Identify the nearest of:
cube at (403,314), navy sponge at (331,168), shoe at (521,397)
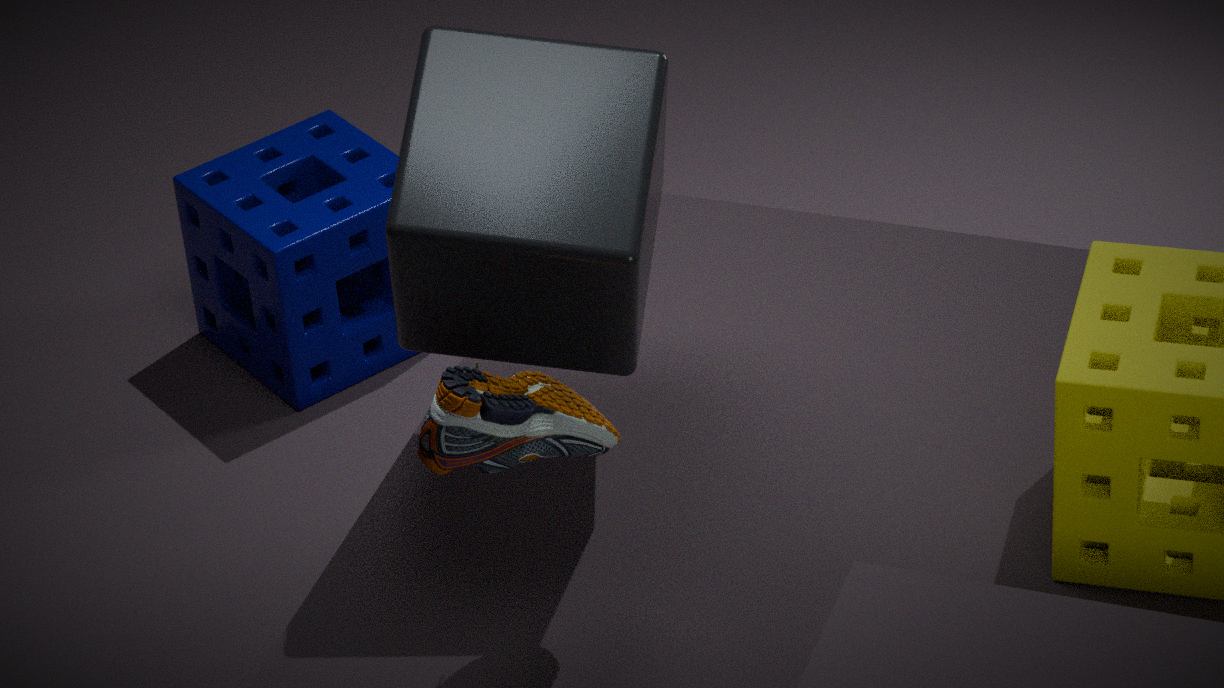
shoe at (521,397)
